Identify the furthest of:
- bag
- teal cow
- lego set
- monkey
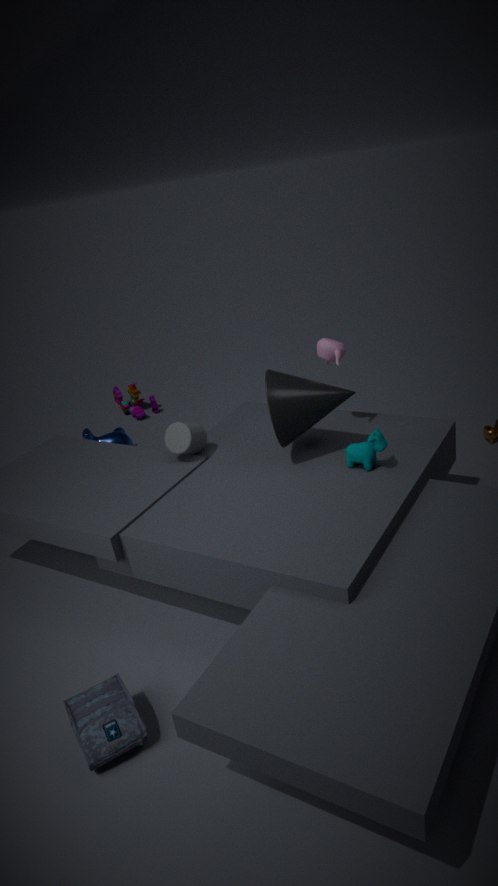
lego set
